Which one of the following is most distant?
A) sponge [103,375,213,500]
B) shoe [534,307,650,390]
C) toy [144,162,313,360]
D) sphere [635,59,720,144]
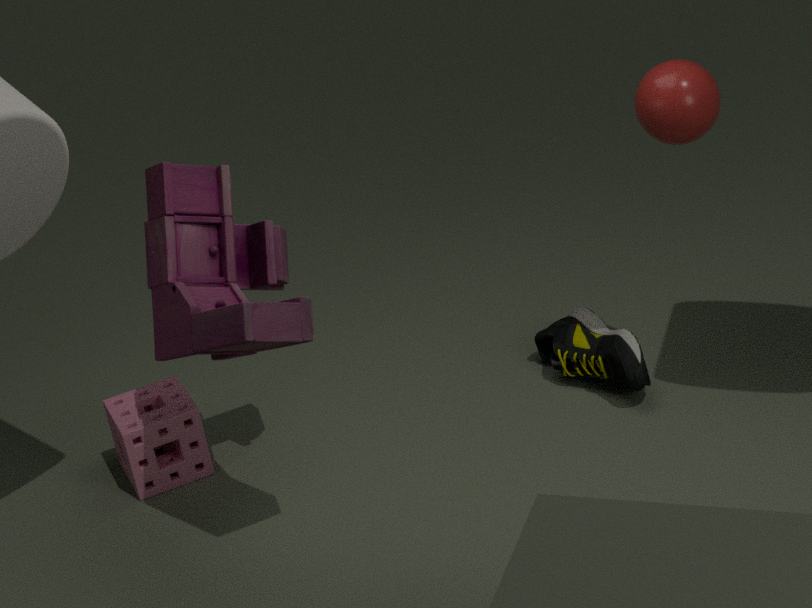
shoe [534,307,650,390]
